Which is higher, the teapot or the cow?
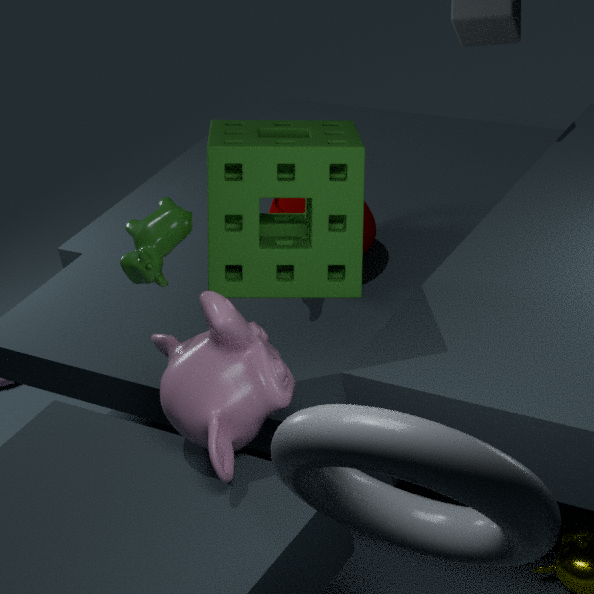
the cow
